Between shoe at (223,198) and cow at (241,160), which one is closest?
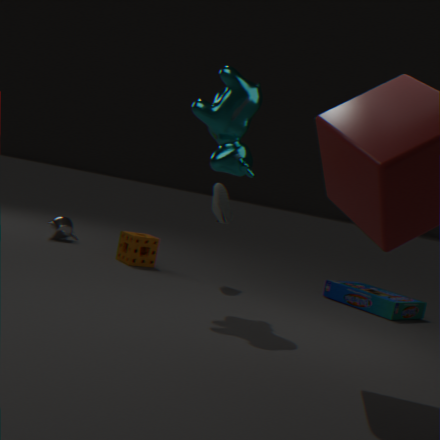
cow at (241,160)
